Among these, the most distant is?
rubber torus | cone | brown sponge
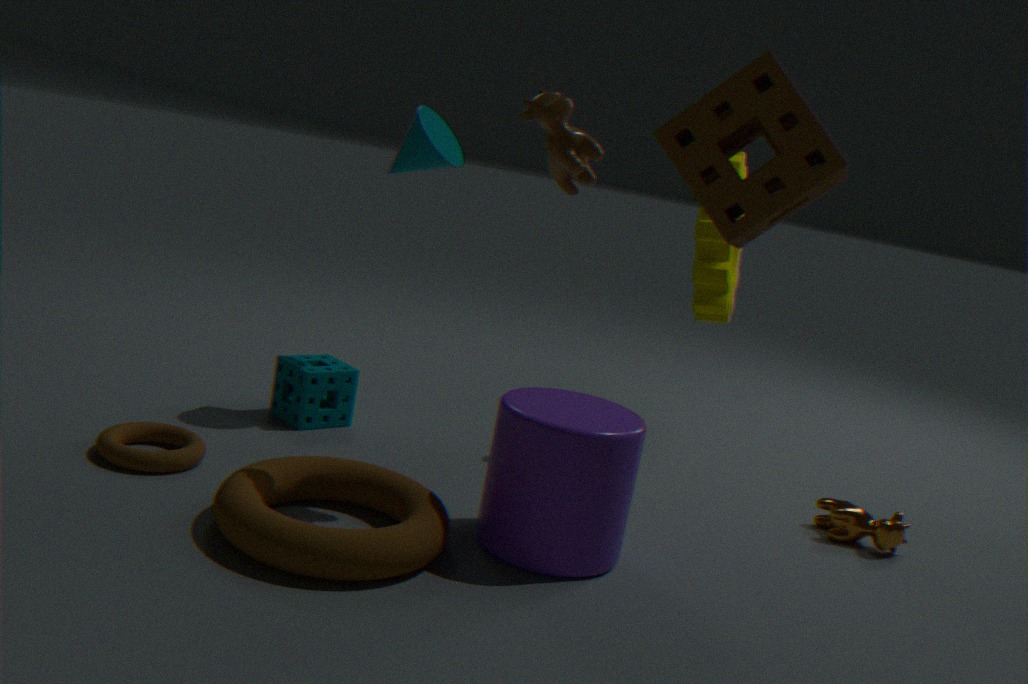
cone
